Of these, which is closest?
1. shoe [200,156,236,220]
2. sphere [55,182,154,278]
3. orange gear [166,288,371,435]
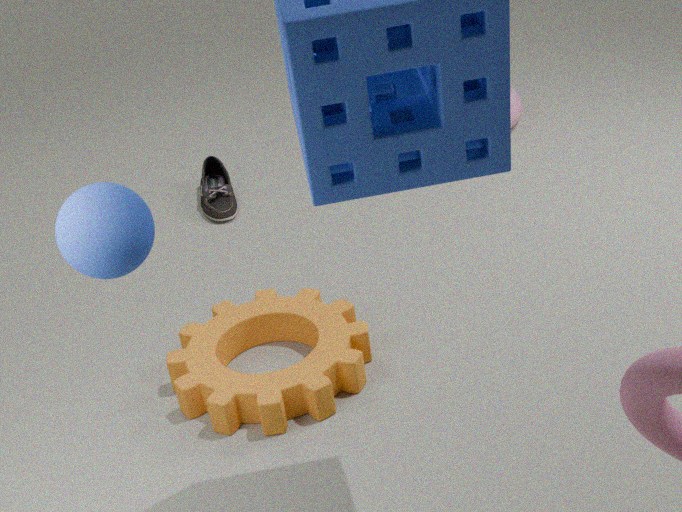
sphere [55,182,154,278]
